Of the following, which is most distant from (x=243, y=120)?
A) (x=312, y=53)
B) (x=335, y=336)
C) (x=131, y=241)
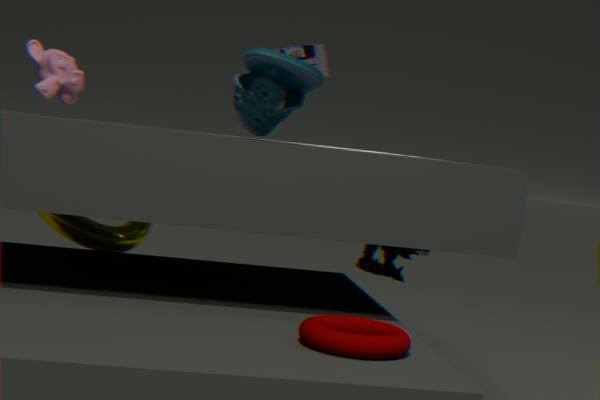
(x=131, y=241)
